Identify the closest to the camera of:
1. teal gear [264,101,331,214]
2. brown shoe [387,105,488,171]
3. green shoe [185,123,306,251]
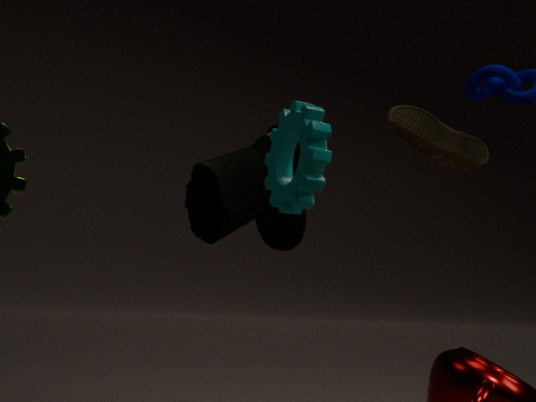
teal gear [264,101,331,214]
